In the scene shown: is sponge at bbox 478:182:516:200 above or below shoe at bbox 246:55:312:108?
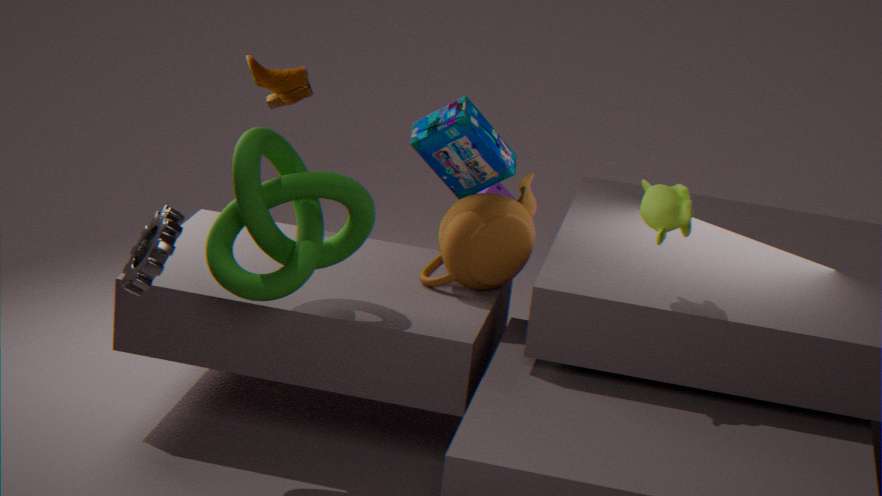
below
